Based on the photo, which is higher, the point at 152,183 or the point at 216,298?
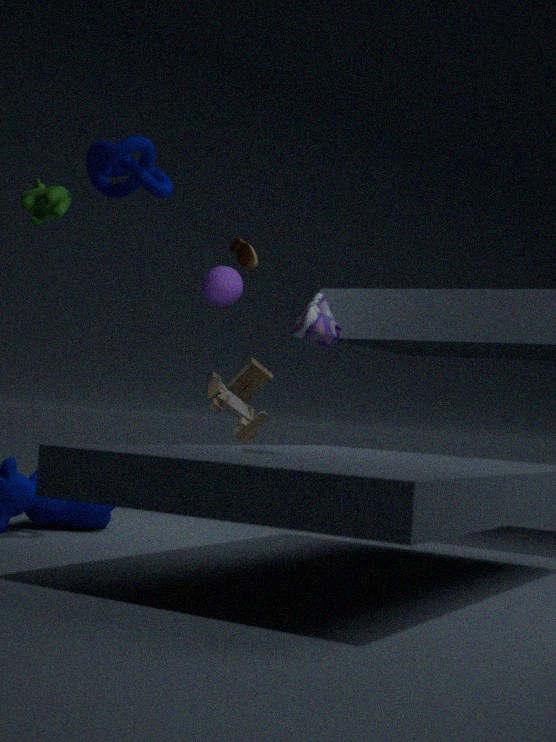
the point at 152,183
